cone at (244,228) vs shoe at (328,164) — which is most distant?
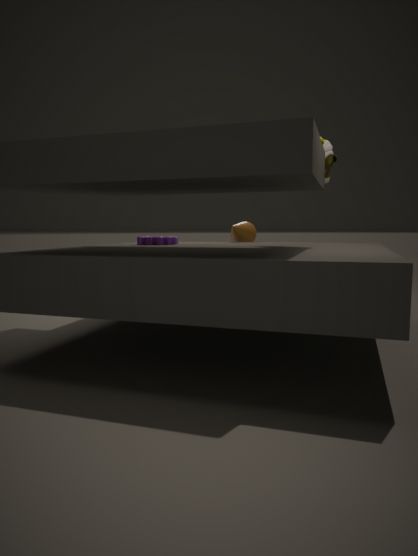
cone at (244,228)
